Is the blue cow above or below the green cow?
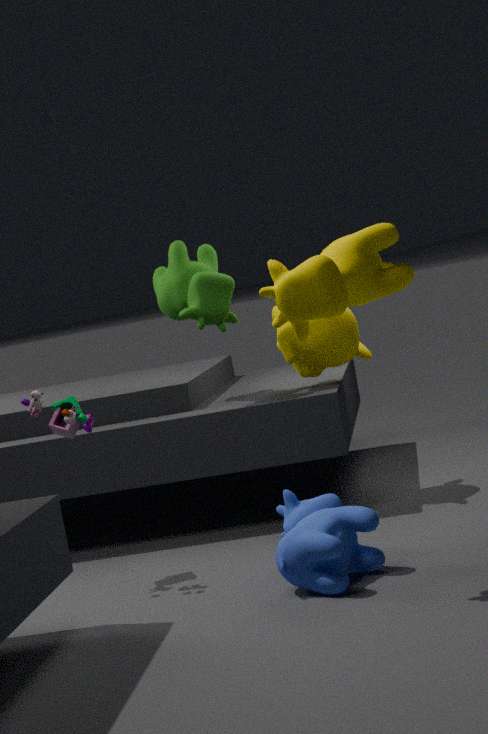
below
